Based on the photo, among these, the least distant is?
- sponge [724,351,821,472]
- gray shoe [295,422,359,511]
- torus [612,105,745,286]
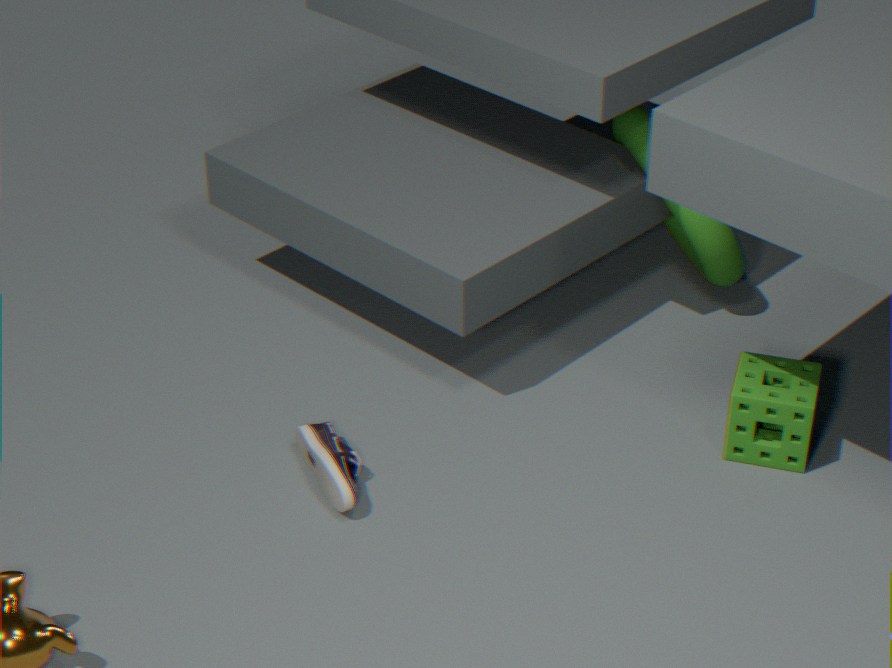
gray shoe [295,422,359,511]
